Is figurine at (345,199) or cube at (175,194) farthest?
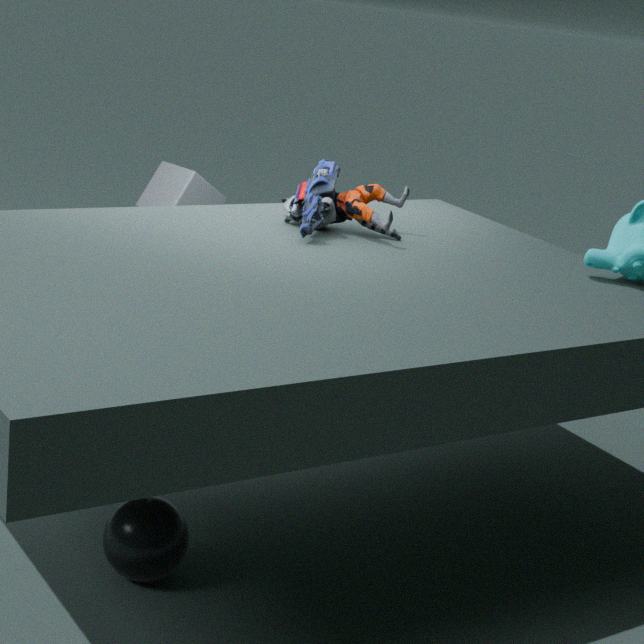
cube at (175,194)
